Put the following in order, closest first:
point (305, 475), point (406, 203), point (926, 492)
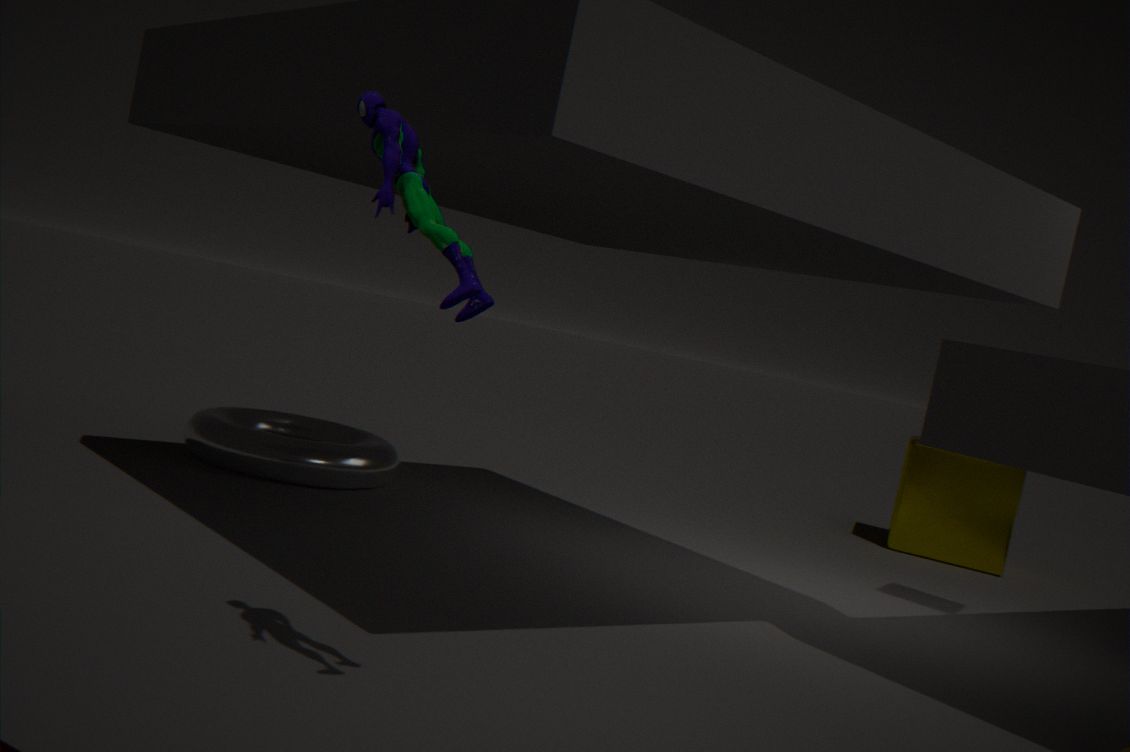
point (406, 203)
point (305, 475)
point (926, 492)
